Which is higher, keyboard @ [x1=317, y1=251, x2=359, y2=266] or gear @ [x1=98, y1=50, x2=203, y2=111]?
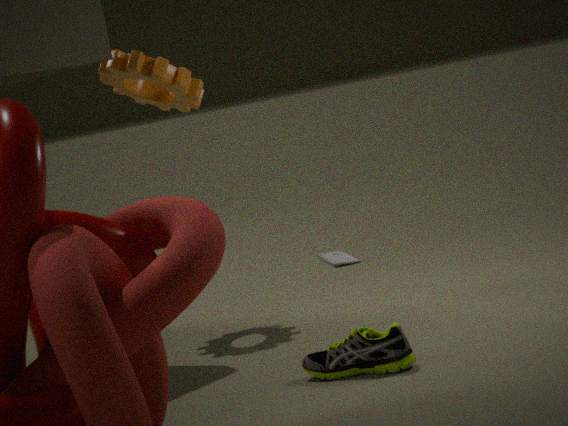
gear @ [x1=98, y1=50, x2=203, y2=111]
